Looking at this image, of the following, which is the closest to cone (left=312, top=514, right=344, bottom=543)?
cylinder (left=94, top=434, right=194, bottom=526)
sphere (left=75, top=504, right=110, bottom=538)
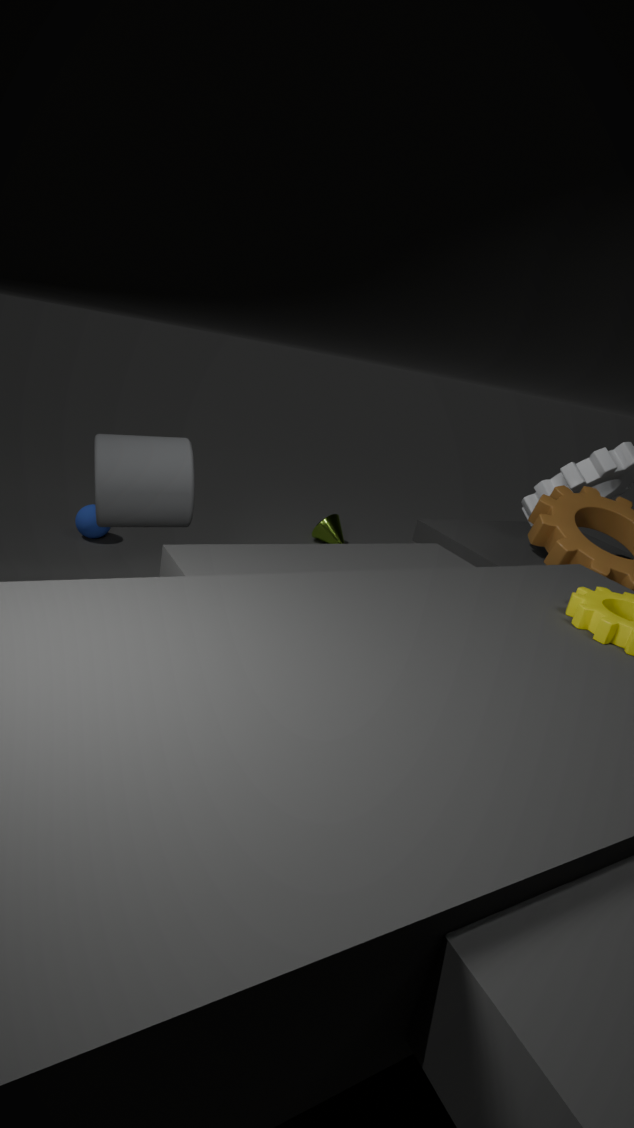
sphere (left=75, top=504, right=110, bottom=538)
